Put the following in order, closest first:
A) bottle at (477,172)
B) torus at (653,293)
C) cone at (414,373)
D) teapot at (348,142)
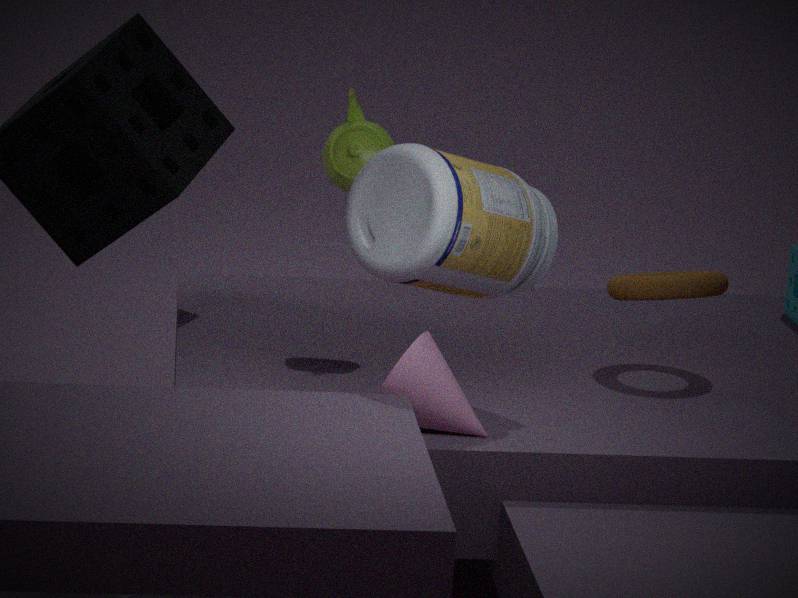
1. bottle at (477,172)
2. cone at (414,373)
3. torus at (653,293)
4. teapot at (348,142)
